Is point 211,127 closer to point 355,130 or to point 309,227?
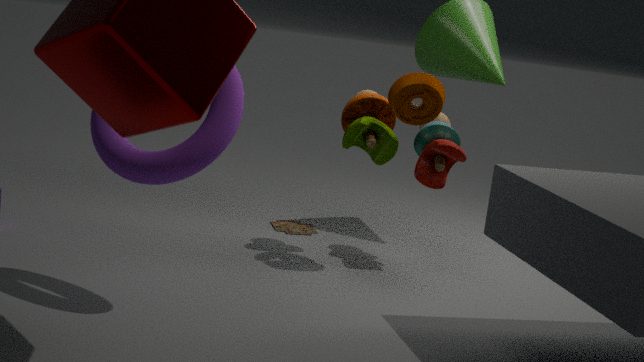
point 355,130
